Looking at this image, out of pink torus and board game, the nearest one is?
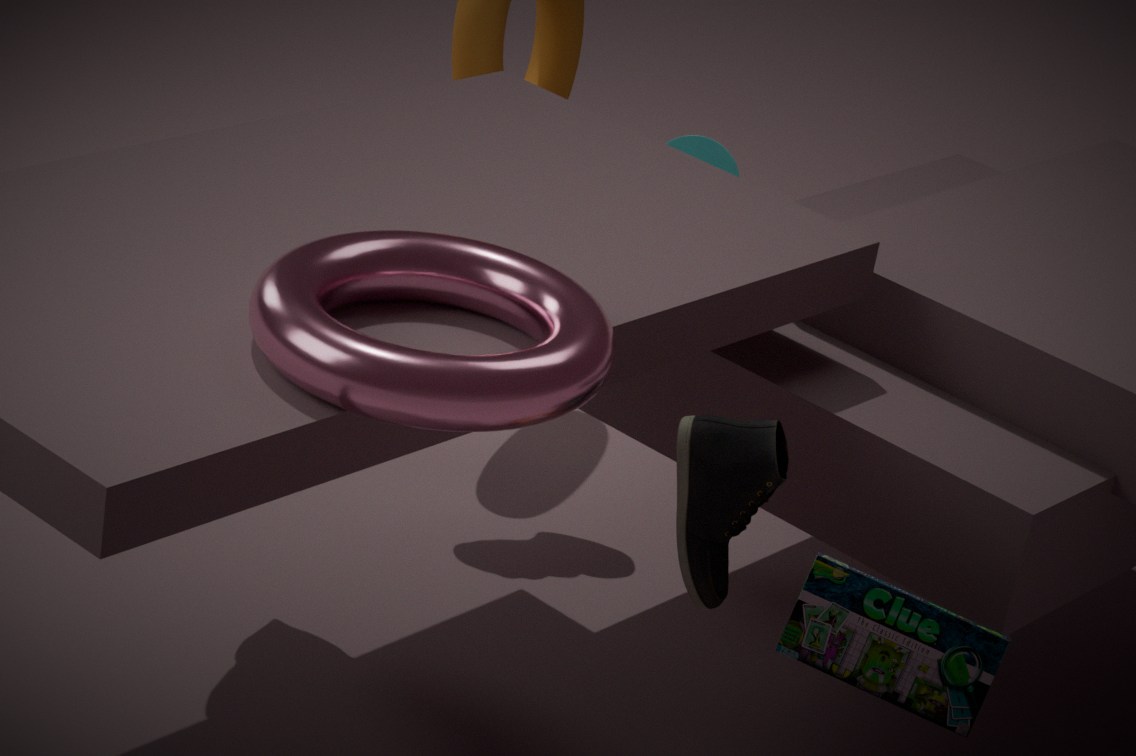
pink torus
